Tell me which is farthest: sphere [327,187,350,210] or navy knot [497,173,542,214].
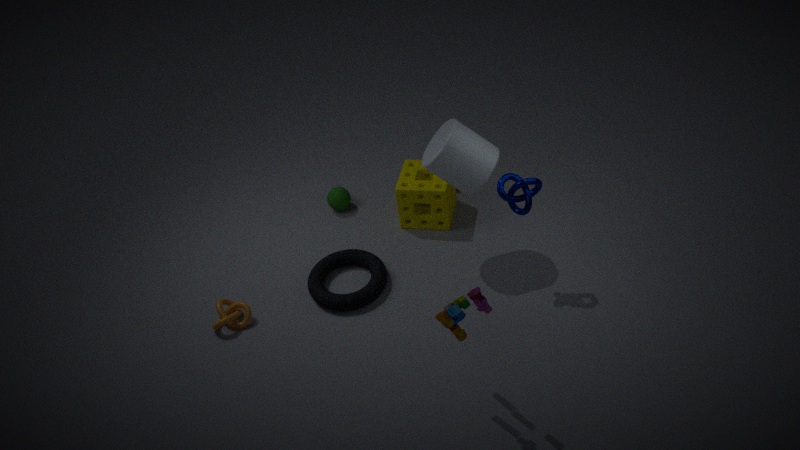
sphere [327,187,350,210]
